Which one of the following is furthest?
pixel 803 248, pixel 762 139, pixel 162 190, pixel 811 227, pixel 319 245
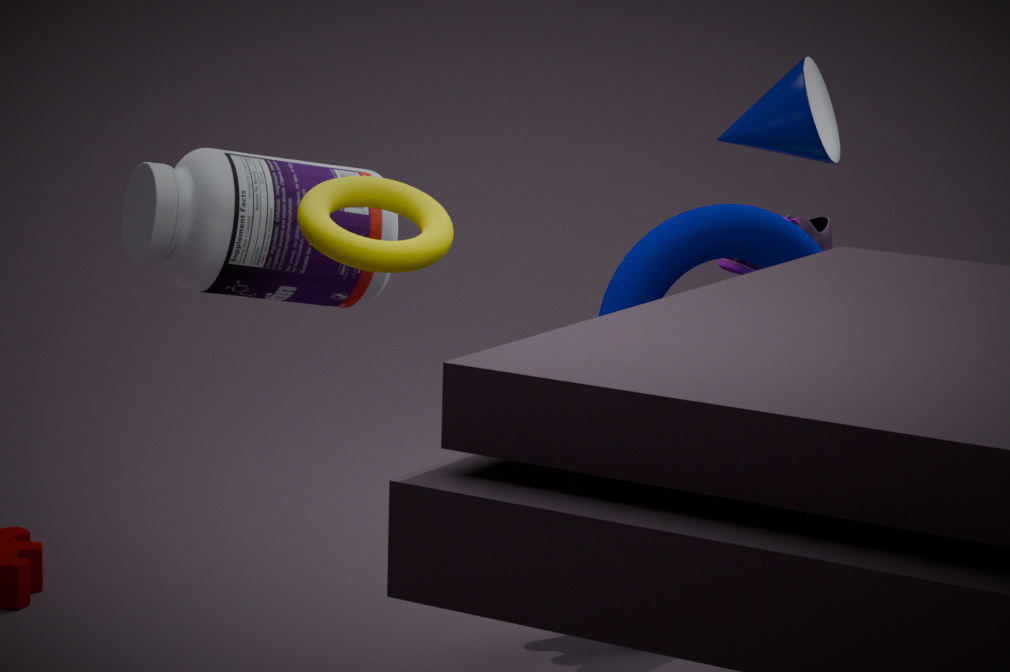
pixel 811 227
